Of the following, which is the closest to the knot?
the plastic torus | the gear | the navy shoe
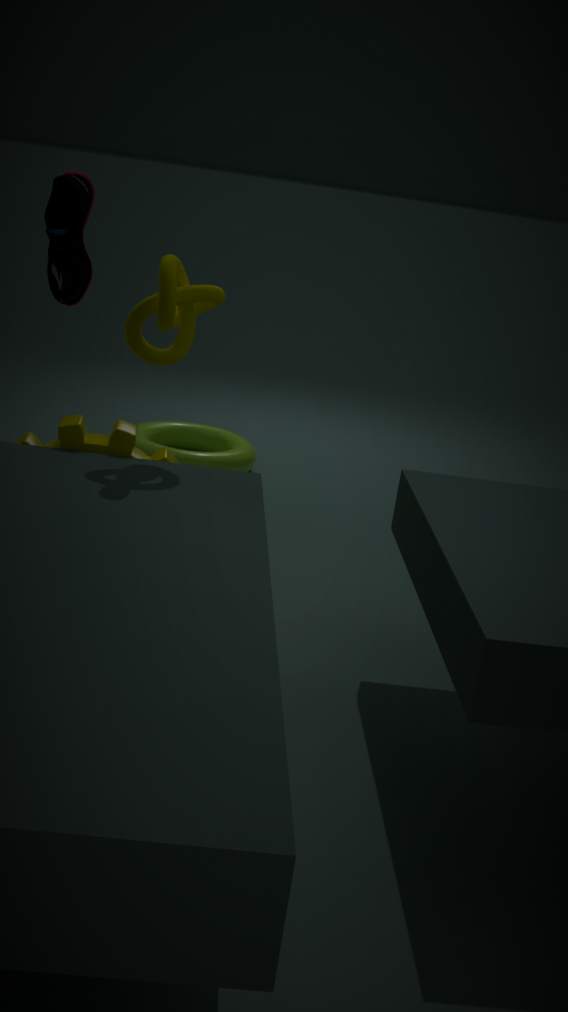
the gear
